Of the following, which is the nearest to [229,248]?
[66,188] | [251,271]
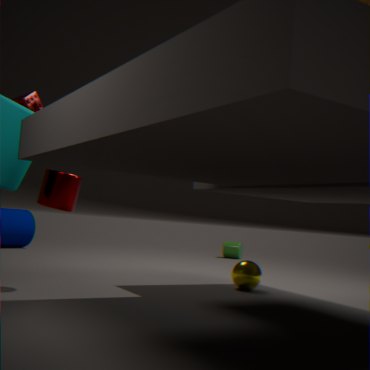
[251,271]
